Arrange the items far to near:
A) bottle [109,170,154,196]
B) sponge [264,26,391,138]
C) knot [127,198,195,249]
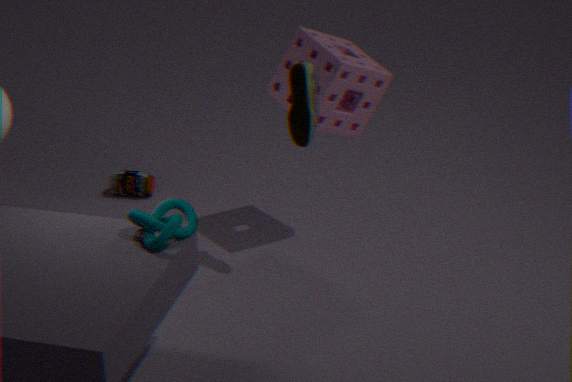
1. bottle [109,170,154,196]
2. sponge [264,26,391,138]
3. knot [127,198,195,249]
